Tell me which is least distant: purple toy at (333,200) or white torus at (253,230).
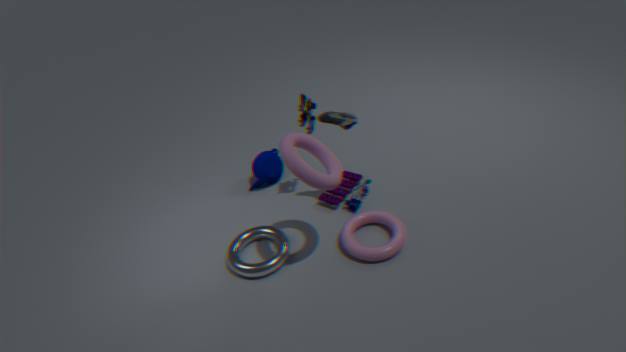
white torus at (253,230)
